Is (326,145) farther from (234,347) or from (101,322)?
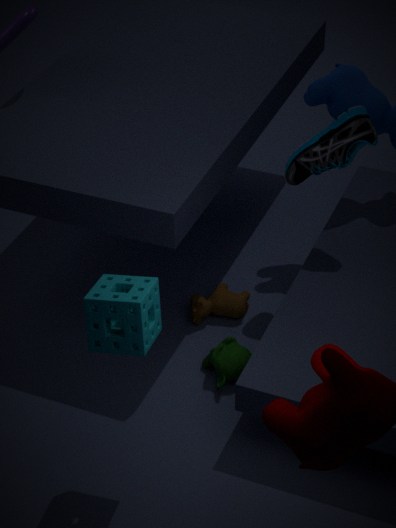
(101,322)
